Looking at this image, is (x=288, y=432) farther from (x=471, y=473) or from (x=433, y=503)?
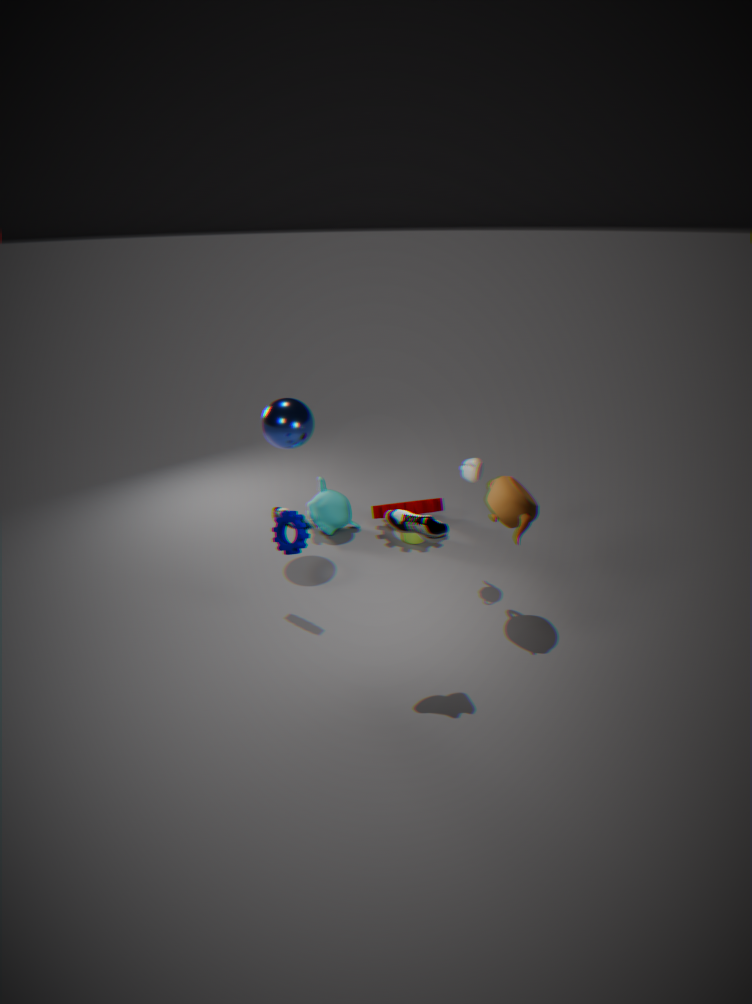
(x=471, y=473)
